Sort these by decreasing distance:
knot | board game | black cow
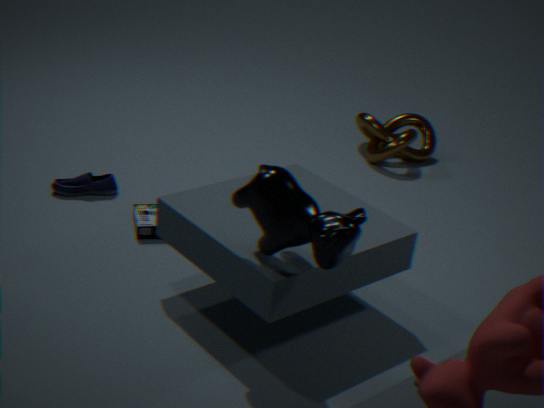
knot
board game
black cow
